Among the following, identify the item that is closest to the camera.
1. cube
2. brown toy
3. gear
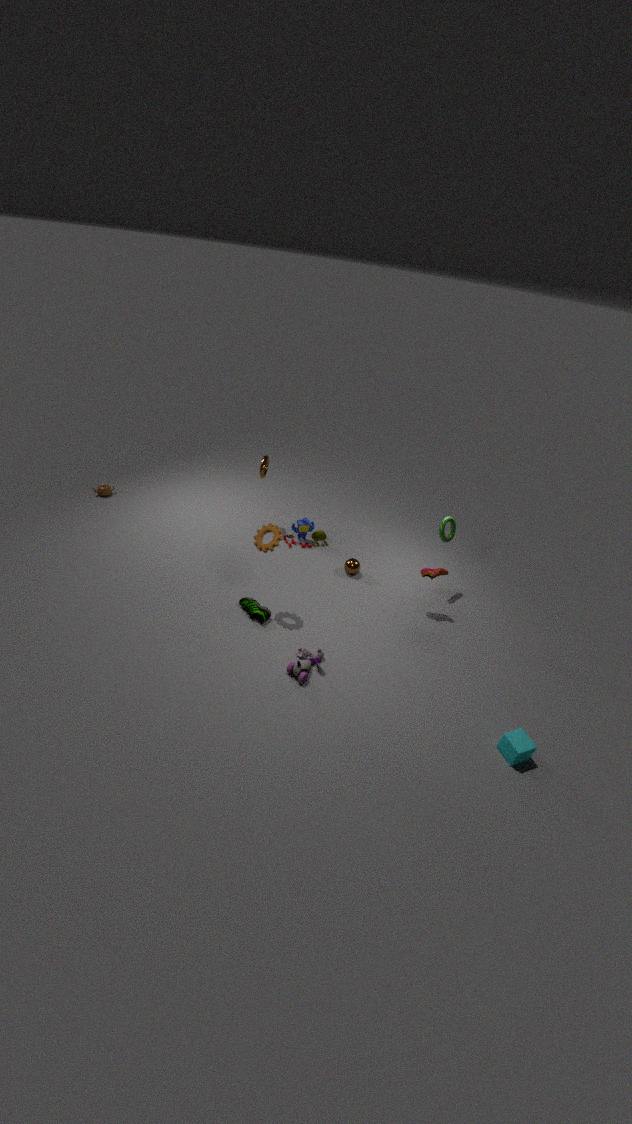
cube
